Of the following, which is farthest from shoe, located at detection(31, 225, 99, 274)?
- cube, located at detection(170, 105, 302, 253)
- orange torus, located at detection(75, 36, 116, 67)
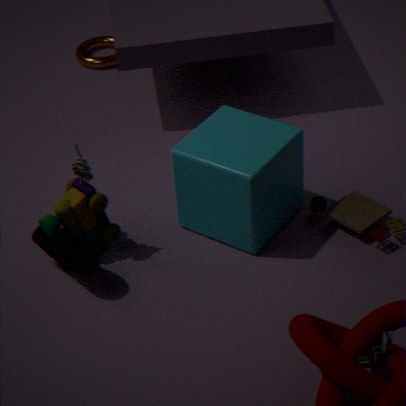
orange torus, located at detection(75, 36, 116, 67)
